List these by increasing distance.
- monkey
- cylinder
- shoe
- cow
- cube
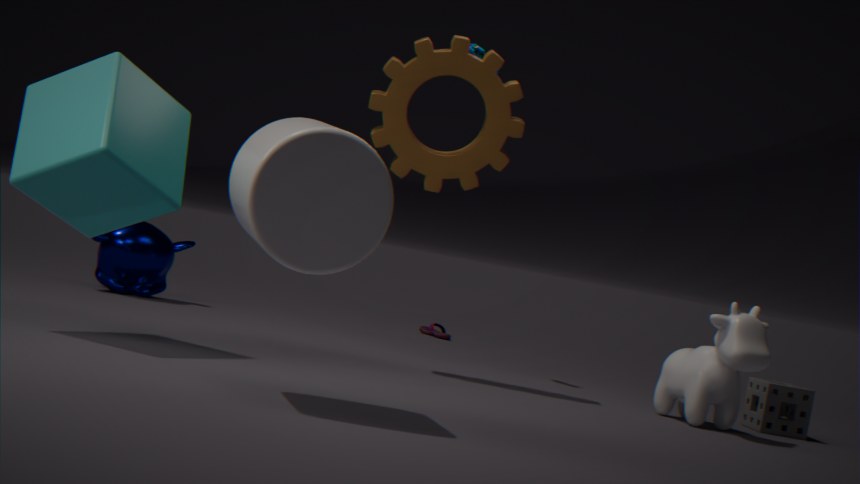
cylinder
cube
cow
monkey
shoe
